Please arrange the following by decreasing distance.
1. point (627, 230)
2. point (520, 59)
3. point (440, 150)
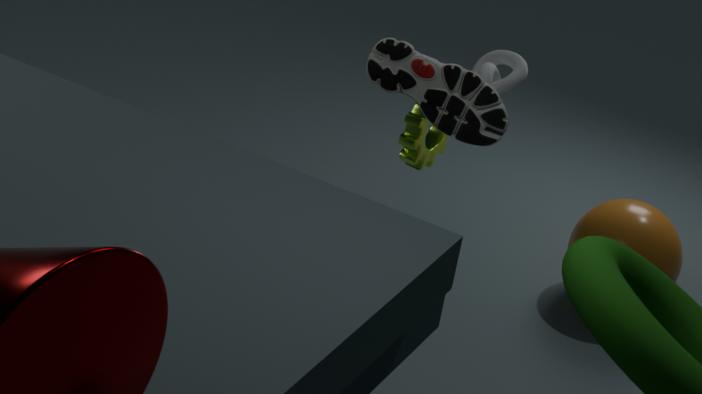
point (627, 230) → point (440, 150) → point (520, 59)
